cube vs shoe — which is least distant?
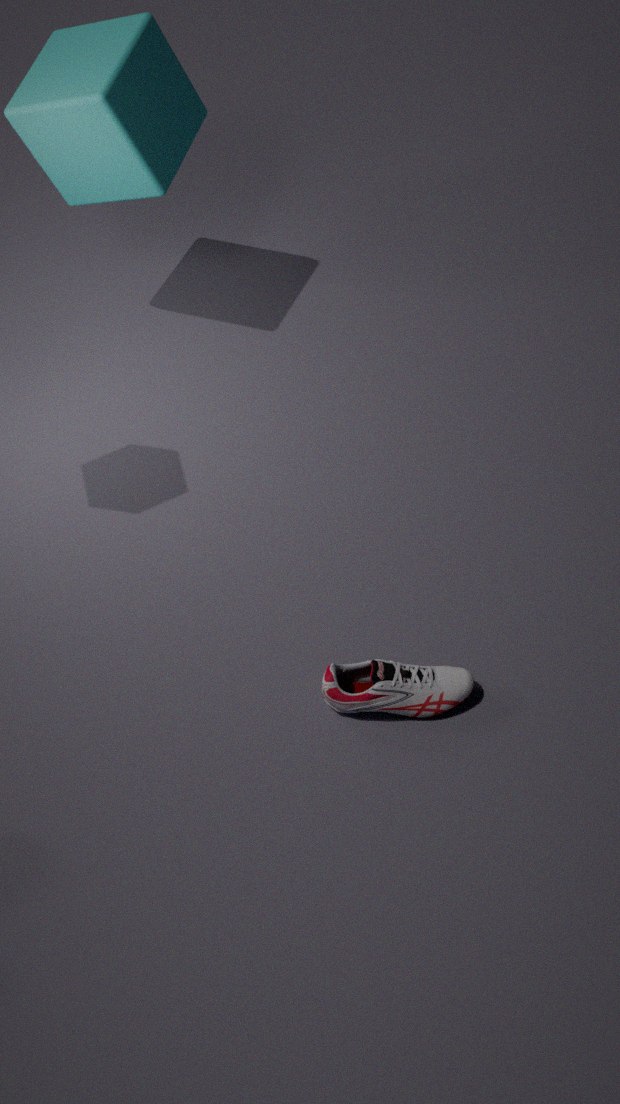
shoe
